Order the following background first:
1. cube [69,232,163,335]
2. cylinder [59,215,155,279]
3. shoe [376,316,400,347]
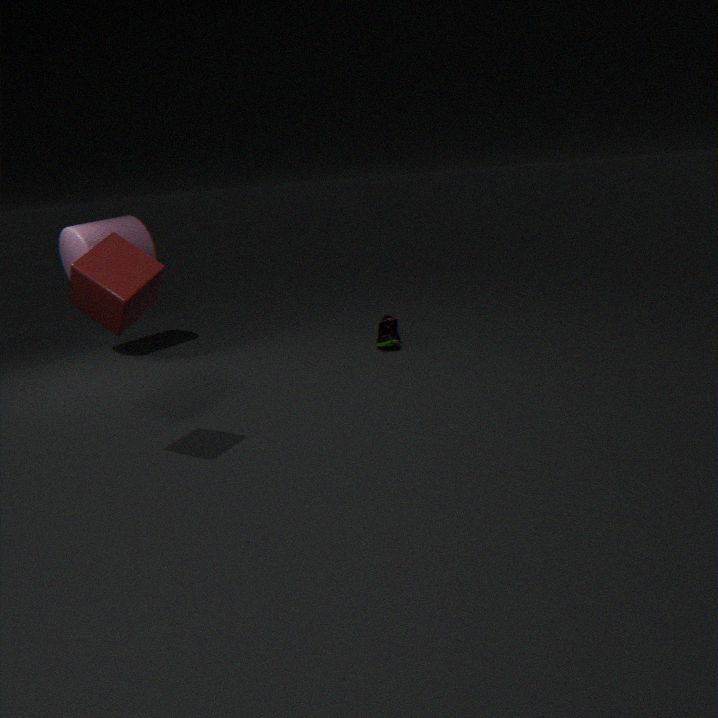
shoe [376,316,400,347], cylinder [59,215,155,279], cube [69,232,163,335]
